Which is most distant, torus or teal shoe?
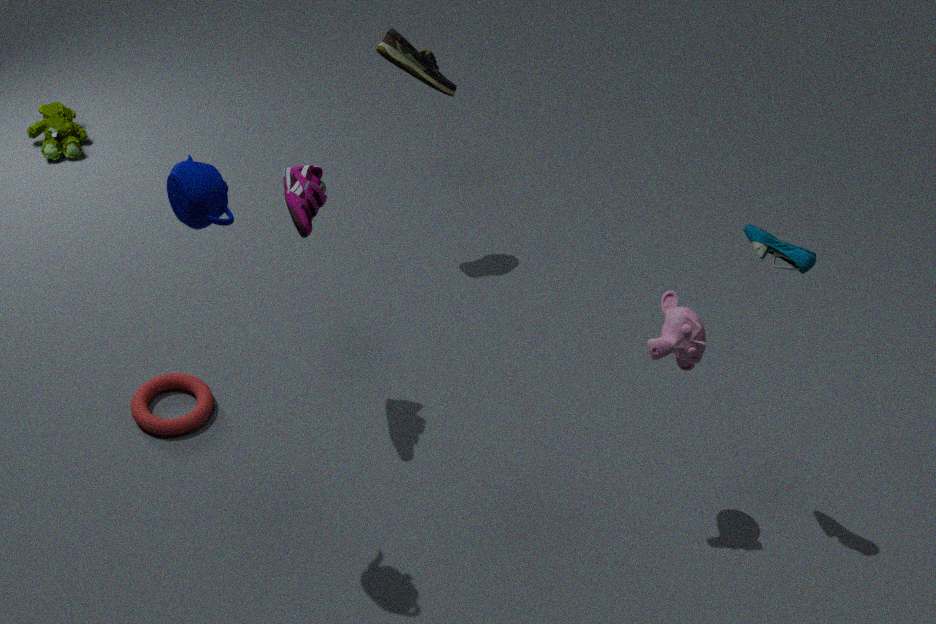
torus
